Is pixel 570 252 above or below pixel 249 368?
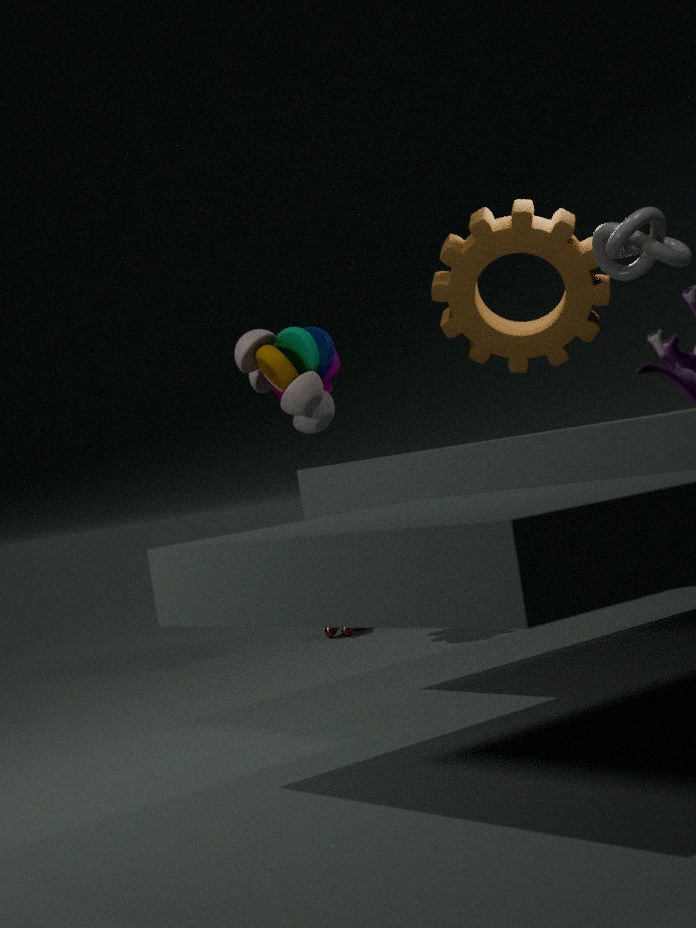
above
